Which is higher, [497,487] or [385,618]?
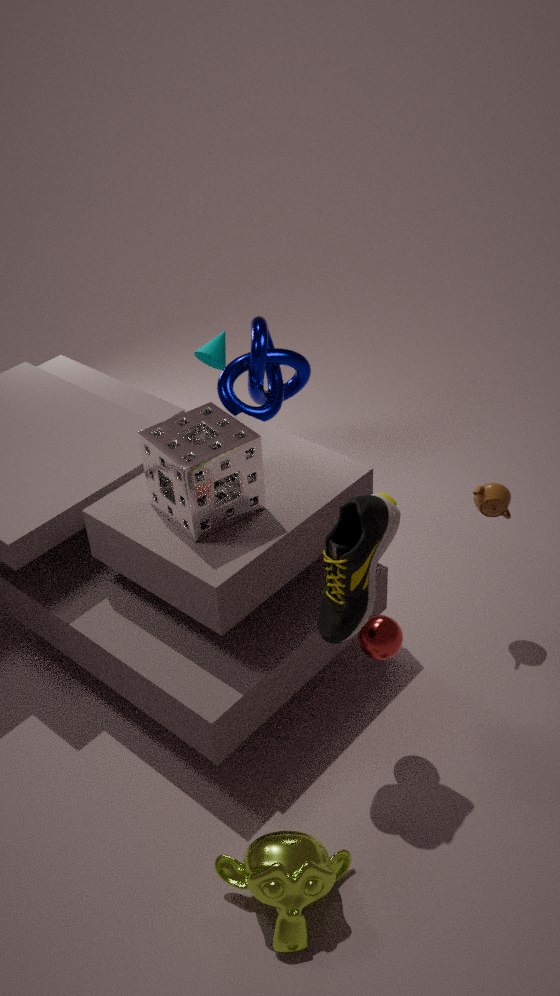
[497,487]
